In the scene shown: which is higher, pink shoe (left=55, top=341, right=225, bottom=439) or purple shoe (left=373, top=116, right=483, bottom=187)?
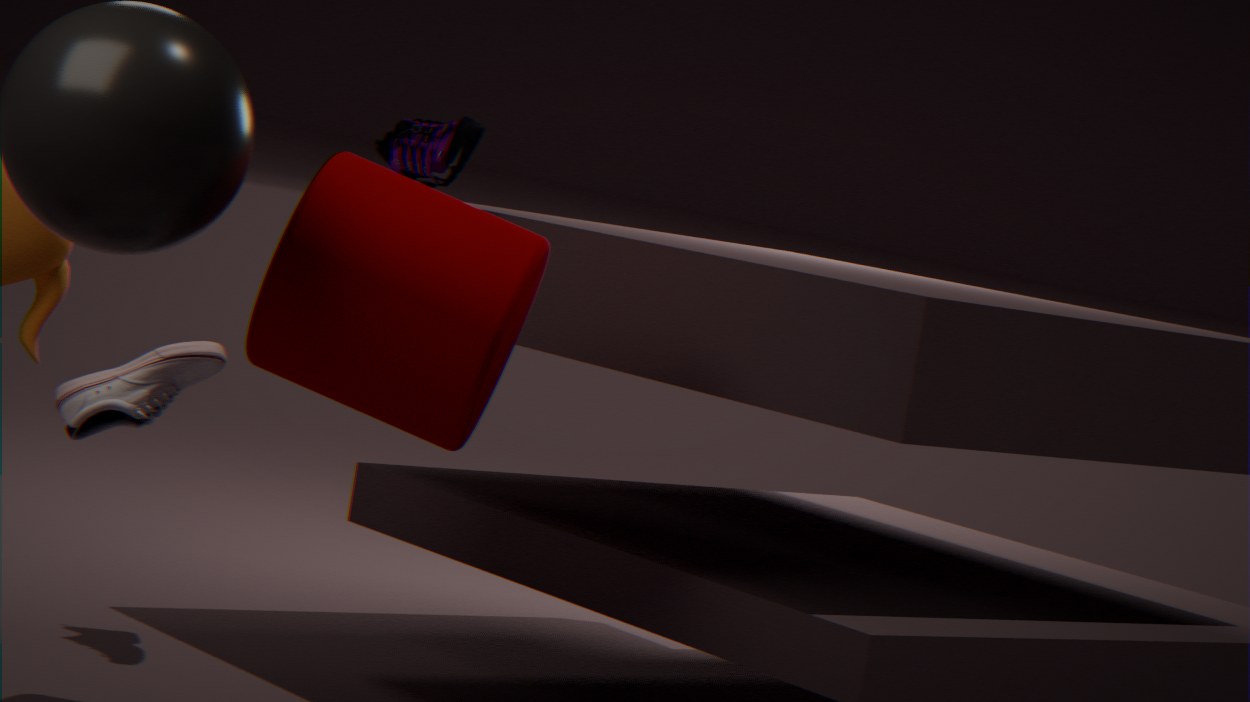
purple shoe (left=373, top=116, right=483, bottom=187)
